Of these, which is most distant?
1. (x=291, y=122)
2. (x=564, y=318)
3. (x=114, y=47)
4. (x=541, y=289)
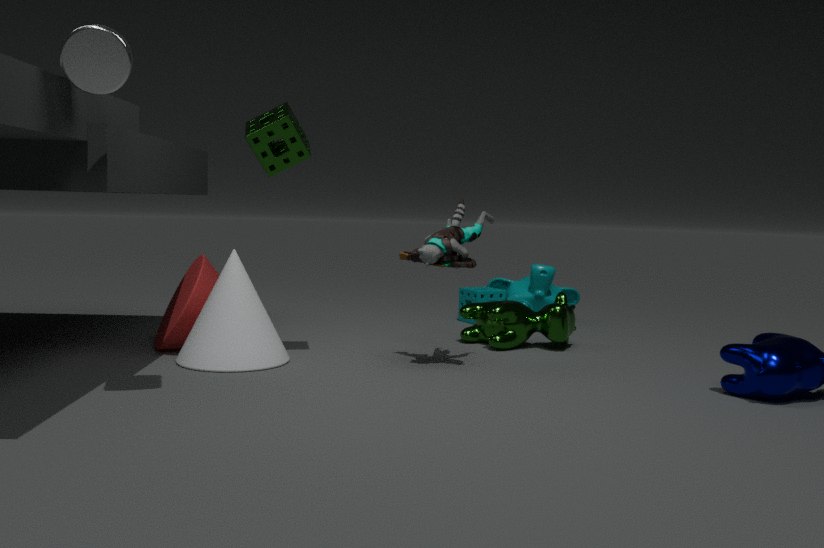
(x=541, y=289)
